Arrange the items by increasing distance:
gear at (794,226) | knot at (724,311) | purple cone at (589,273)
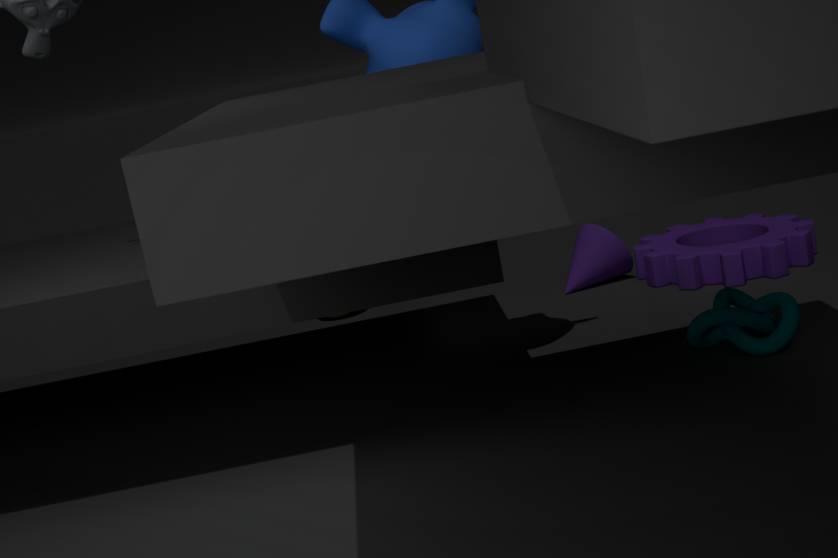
1. knot at (724,311)
2. gear at (794,226)
3. purple cone at (589,273)
